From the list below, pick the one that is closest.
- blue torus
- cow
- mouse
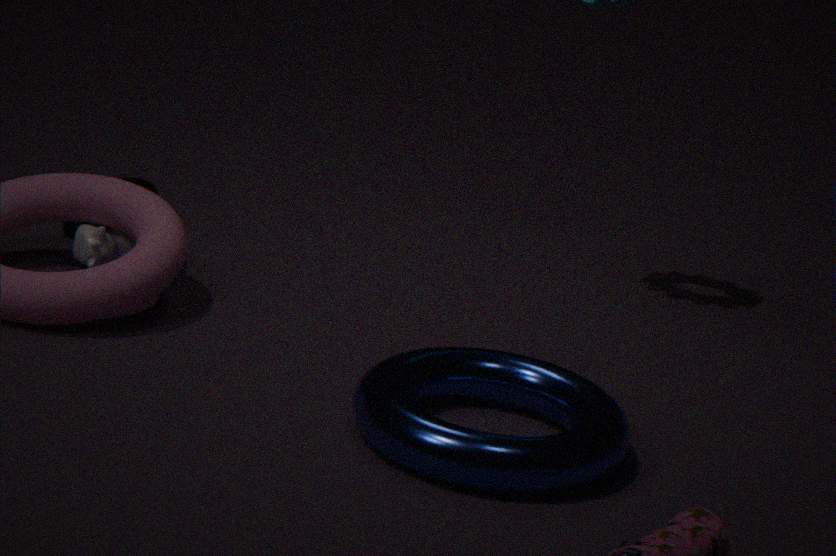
blue torus
